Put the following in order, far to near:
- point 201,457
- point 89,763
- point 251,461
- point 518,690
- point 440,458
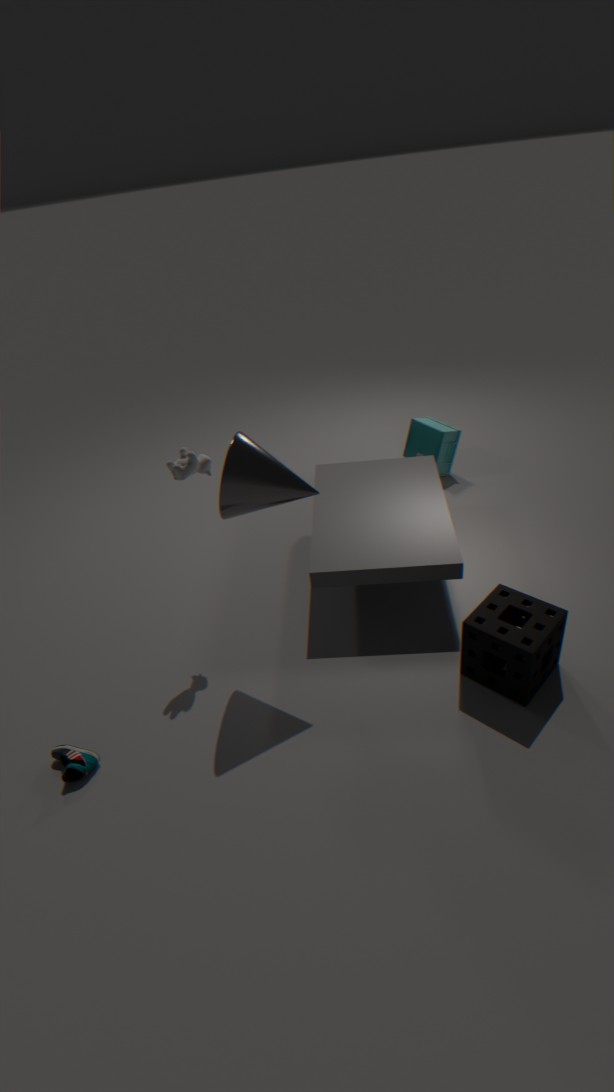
point 440,458, point 201,457, point 518,690, point 89,763, point 251,461
